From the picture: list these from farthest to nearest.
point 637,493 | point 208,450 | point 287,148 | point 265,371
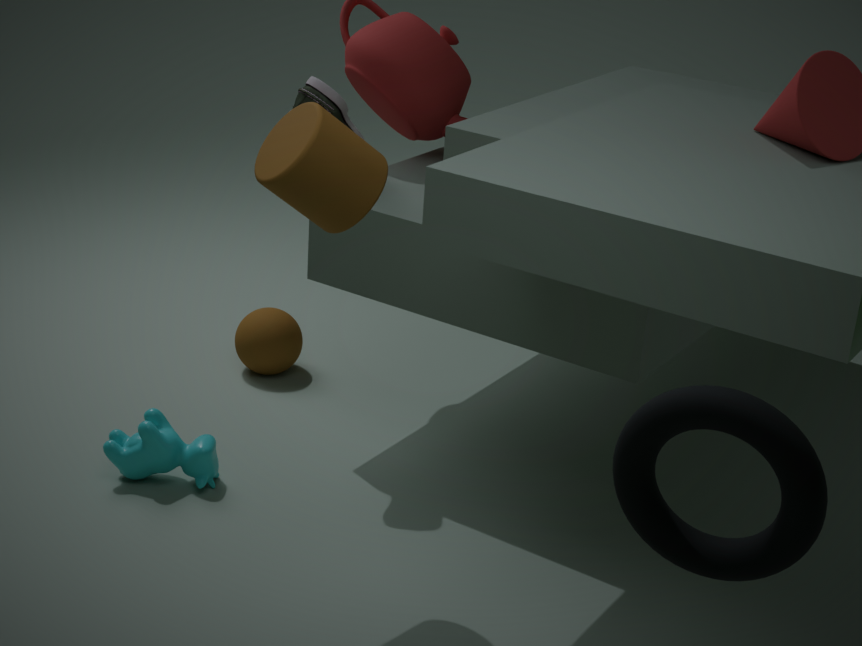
1. point 265,371
2. point 208,450
3. point 287,148
4. point 637,493
